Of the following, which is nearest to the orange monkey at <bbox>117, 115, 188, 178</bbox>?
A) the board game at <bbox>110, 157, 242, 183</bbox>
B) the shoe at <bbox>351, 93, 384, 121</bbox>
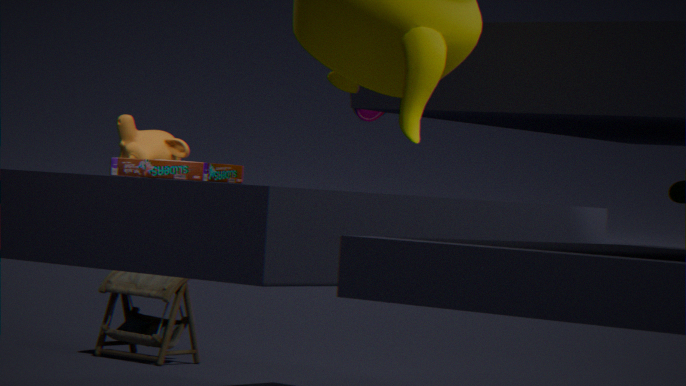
the board game at <bbox>110, 157, 242, 183</bbox>
